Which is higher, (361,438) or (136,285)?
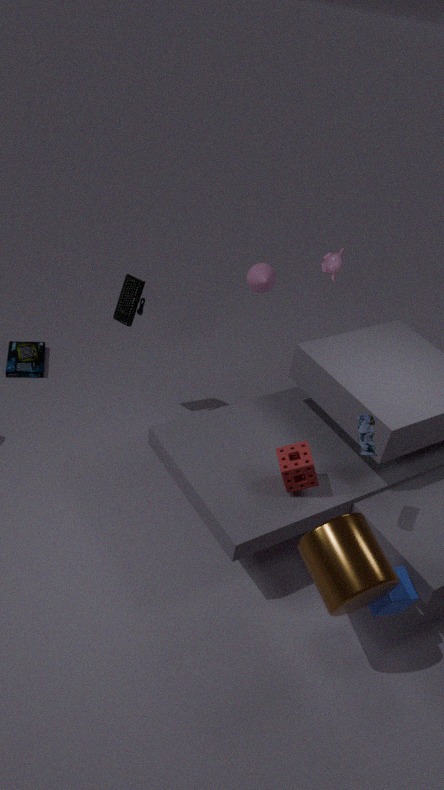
(361,438)
